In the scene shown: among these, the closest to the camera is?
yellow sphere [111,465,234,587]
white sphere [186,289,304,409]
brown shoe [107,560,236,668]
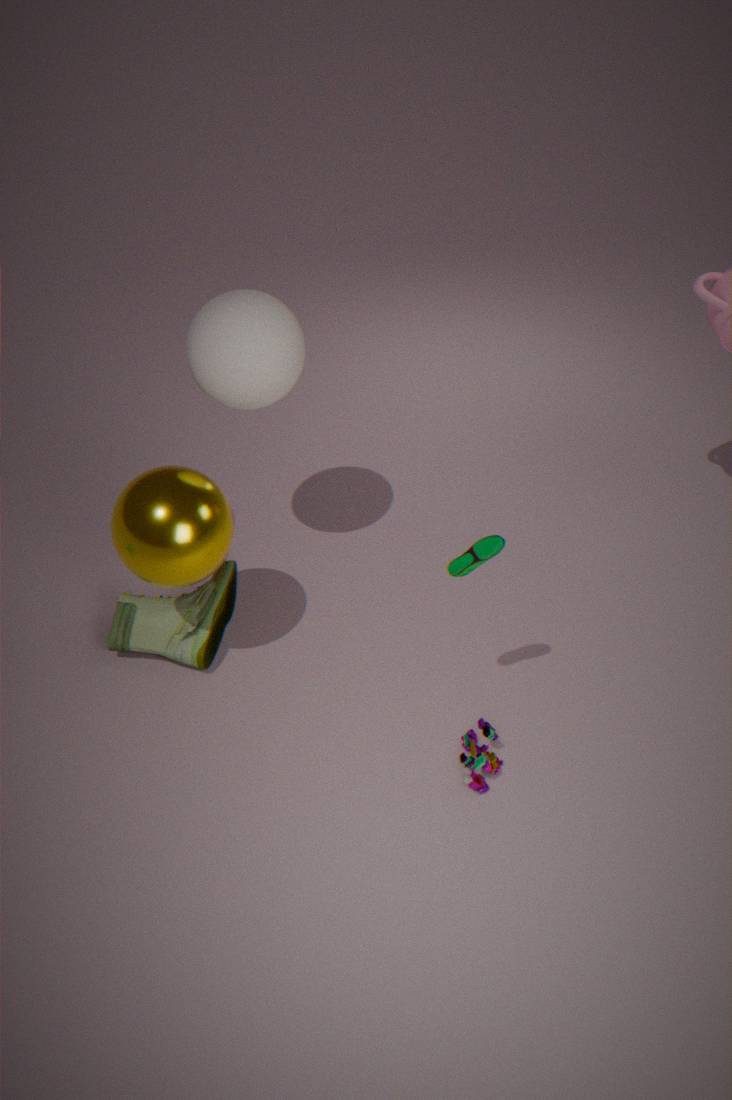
yellow sphere [111,465,234,587]
